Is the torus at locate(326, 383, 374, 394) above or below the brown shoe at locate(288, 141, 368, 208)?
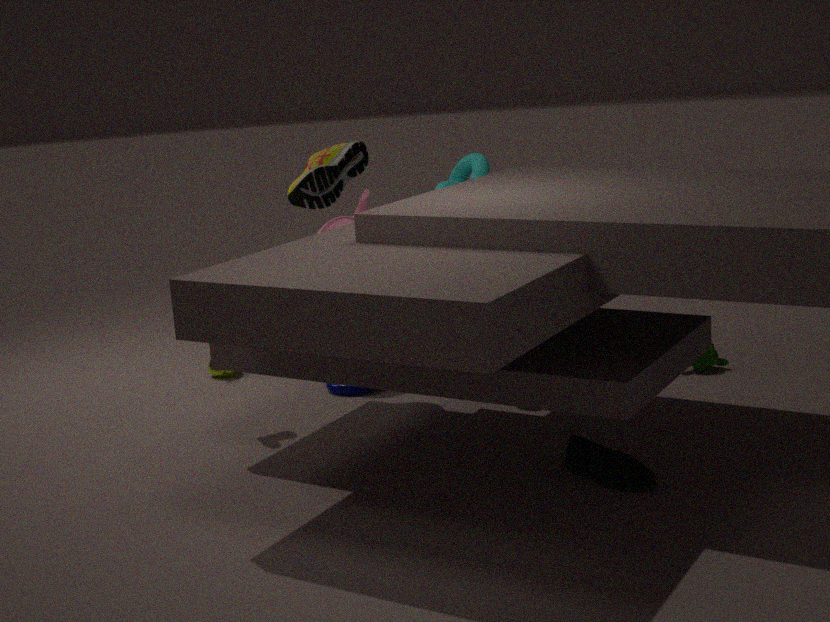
below
